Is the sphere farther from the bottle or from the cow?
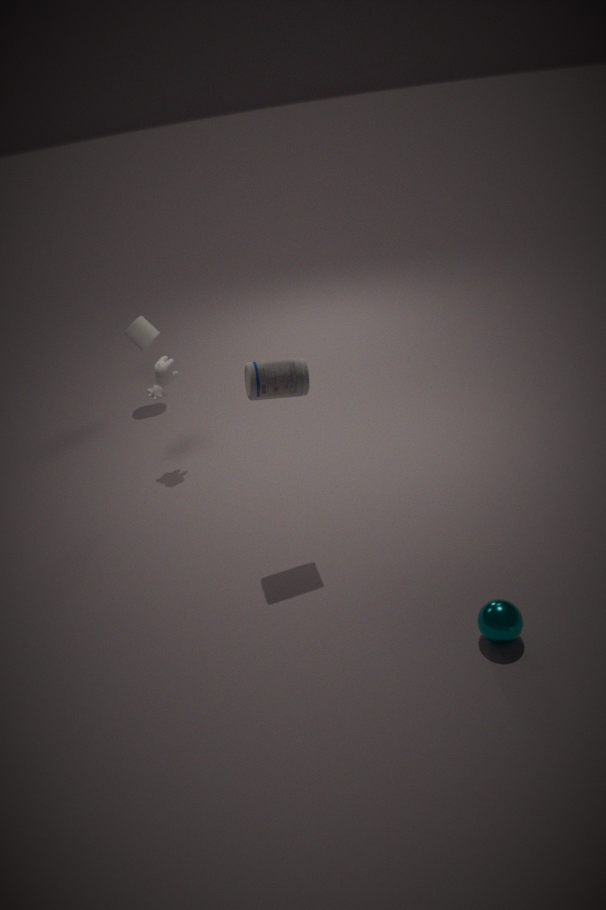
the cow
